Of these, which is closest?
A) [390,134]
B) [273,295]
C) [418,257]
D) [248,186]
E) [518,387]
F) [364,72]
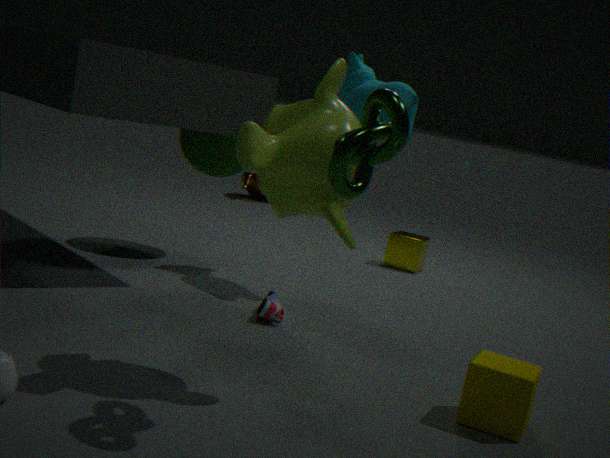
[390,134]
